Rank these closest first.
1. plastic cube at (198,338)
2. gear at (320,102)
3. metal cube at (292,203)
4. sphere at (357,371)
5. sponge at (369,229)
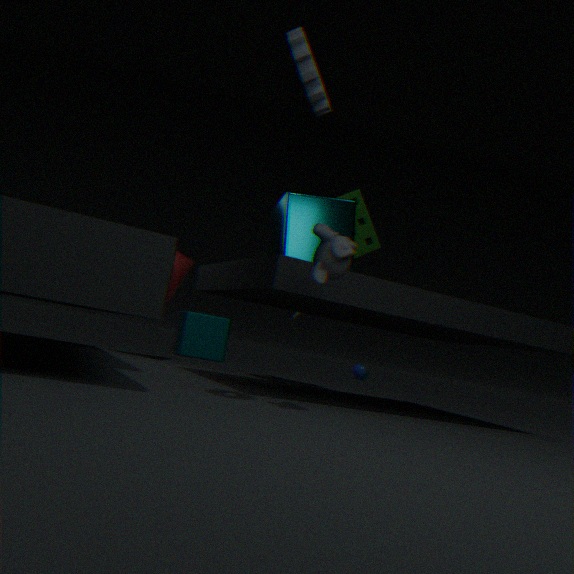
gear at (320,102)
metal cube at (292,203)
sponge at (369,229)
plastic cube at (198,338)
sphere at (357,371)
